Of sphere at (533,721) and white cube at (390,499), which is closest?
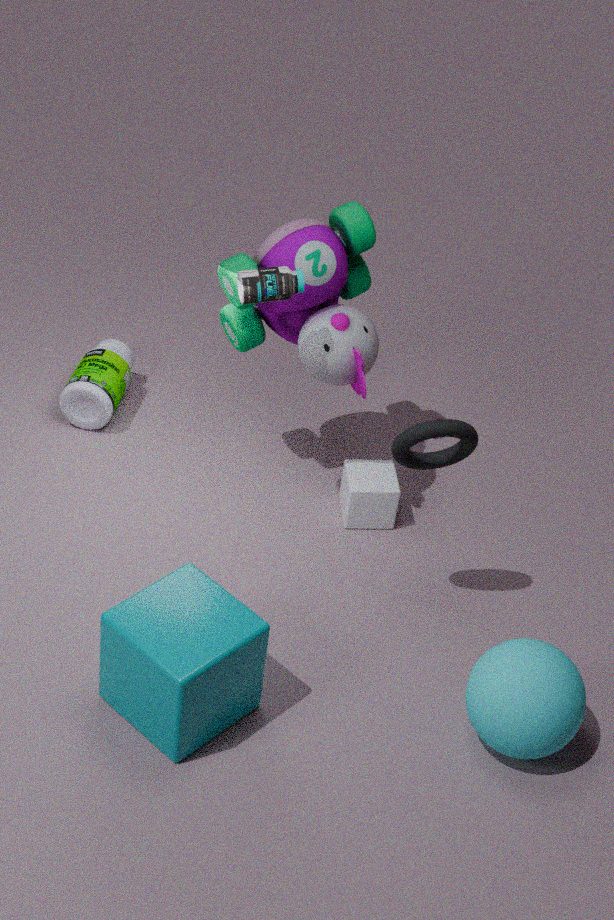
sphere at (533,721)
